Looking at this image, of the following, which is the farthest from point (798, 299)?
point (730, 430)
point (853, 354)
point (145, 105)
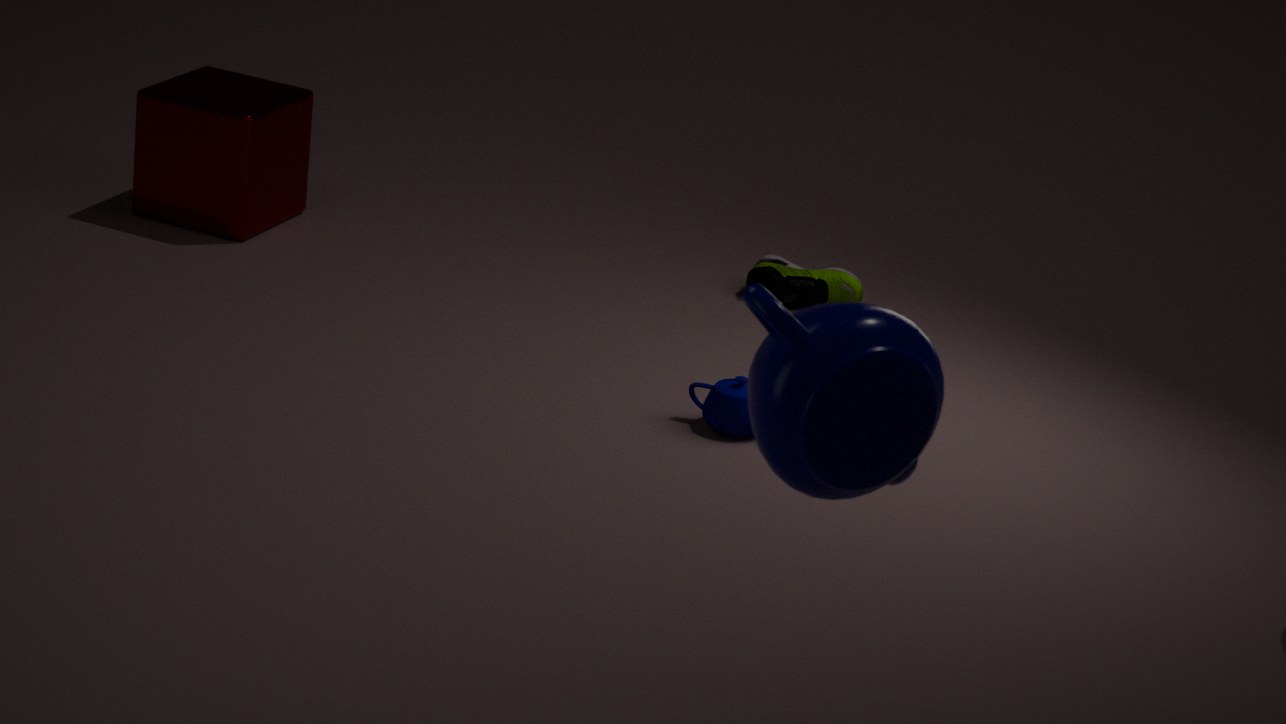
point (853, 354)
